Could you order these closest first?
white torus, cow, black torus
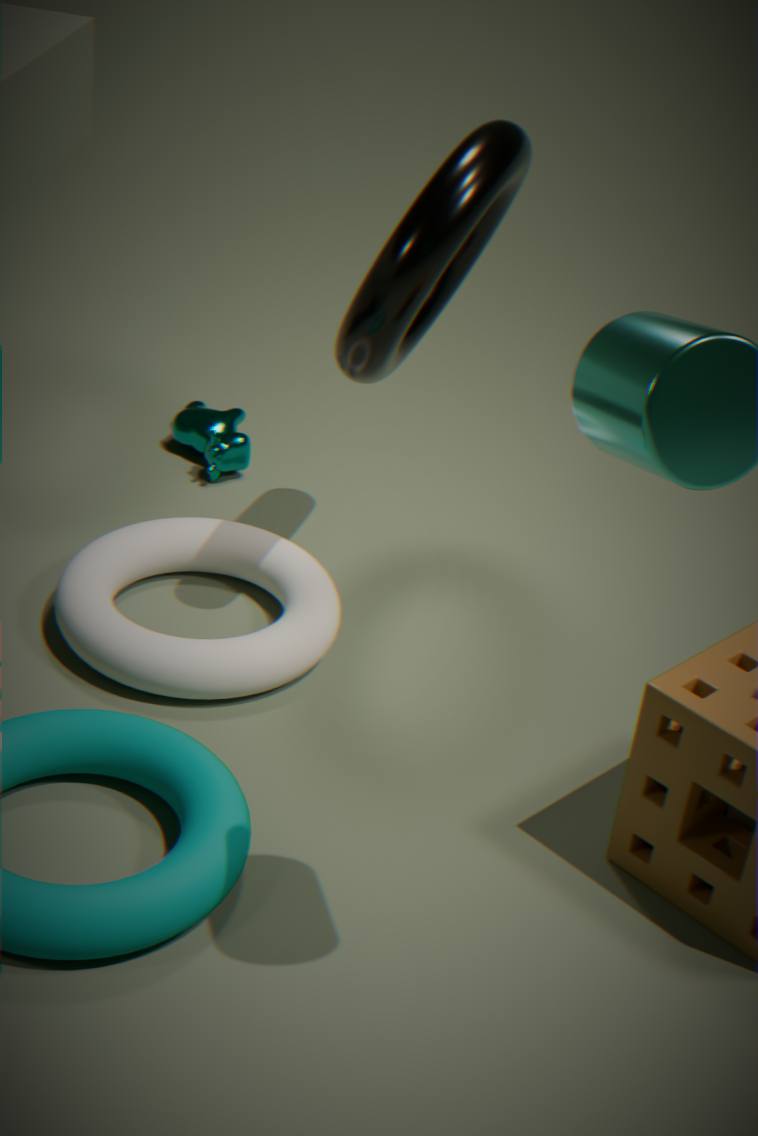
black torus < white torus < cow
